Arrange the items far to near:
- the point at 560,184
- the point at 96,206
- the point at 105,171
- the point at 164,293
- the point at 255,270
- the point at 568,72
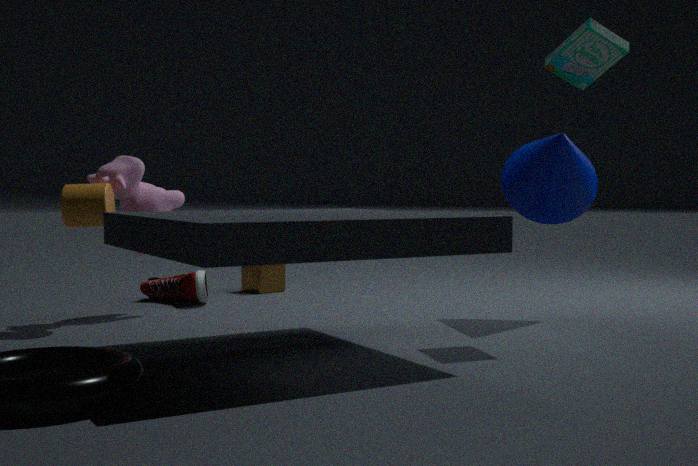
the point at 255,270
the point at 164,293
the point at 560,184
the point at 105,171
the point at 96,206
the point at 568,72
